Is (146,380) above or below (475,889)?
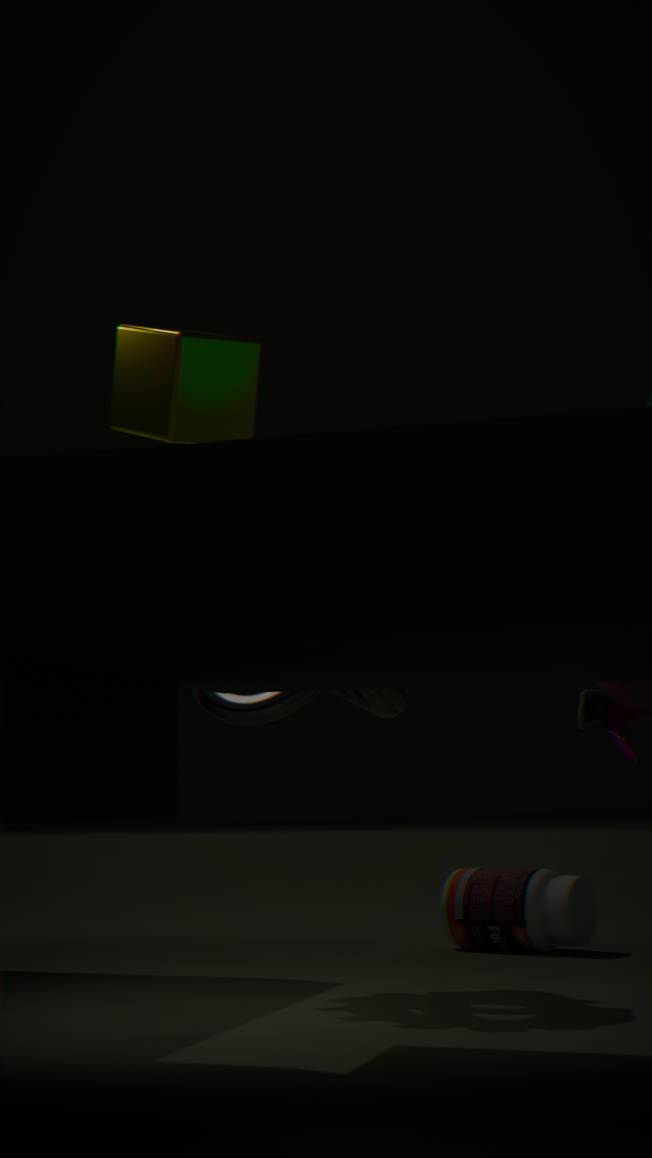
above
